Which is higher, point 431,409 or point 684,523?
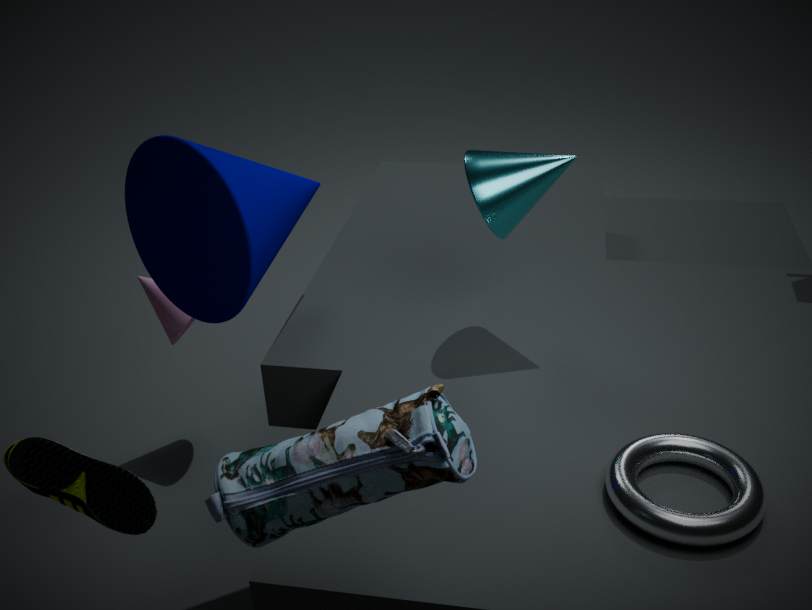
point 431,409
